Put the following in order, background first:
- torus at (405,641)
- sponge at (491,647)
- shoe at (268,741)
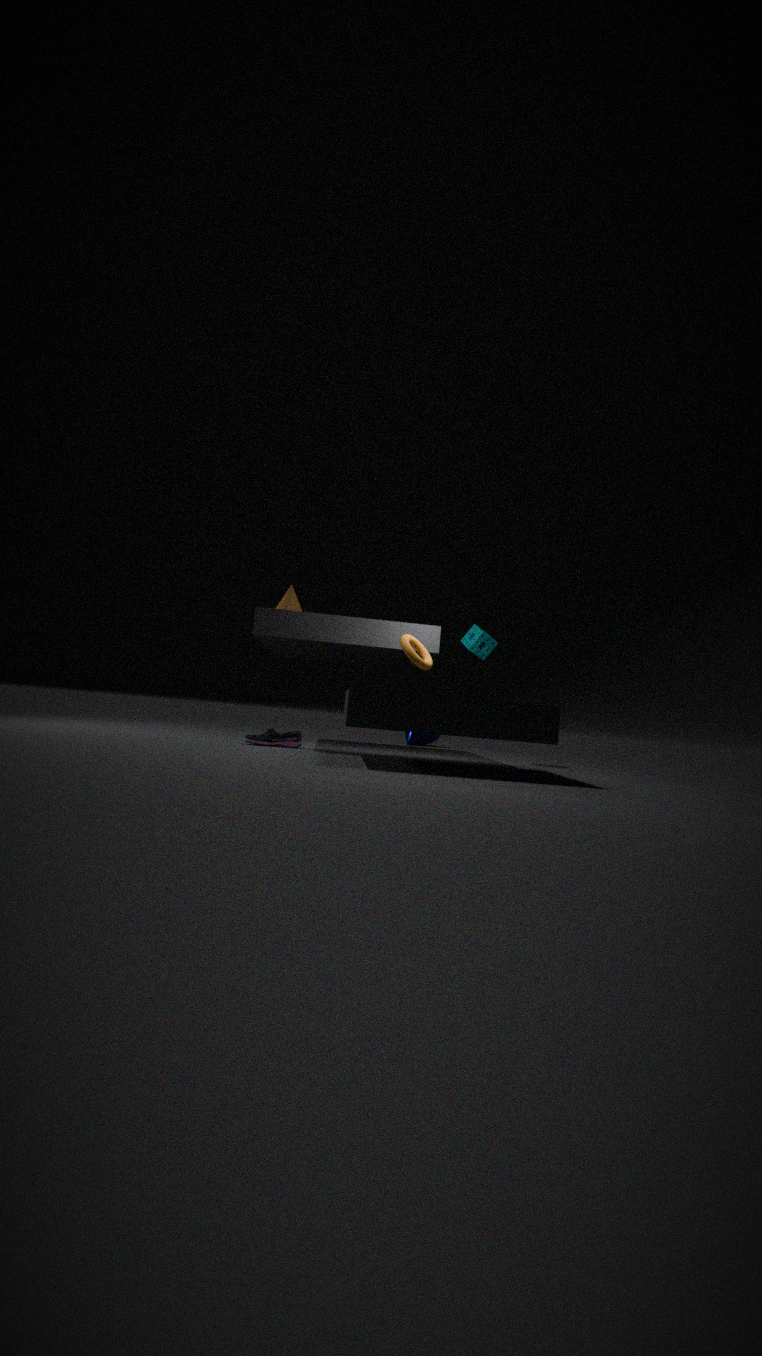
1. sponge at (491,647)
2. shoe at (268,741)
3. torus at (405,641)
